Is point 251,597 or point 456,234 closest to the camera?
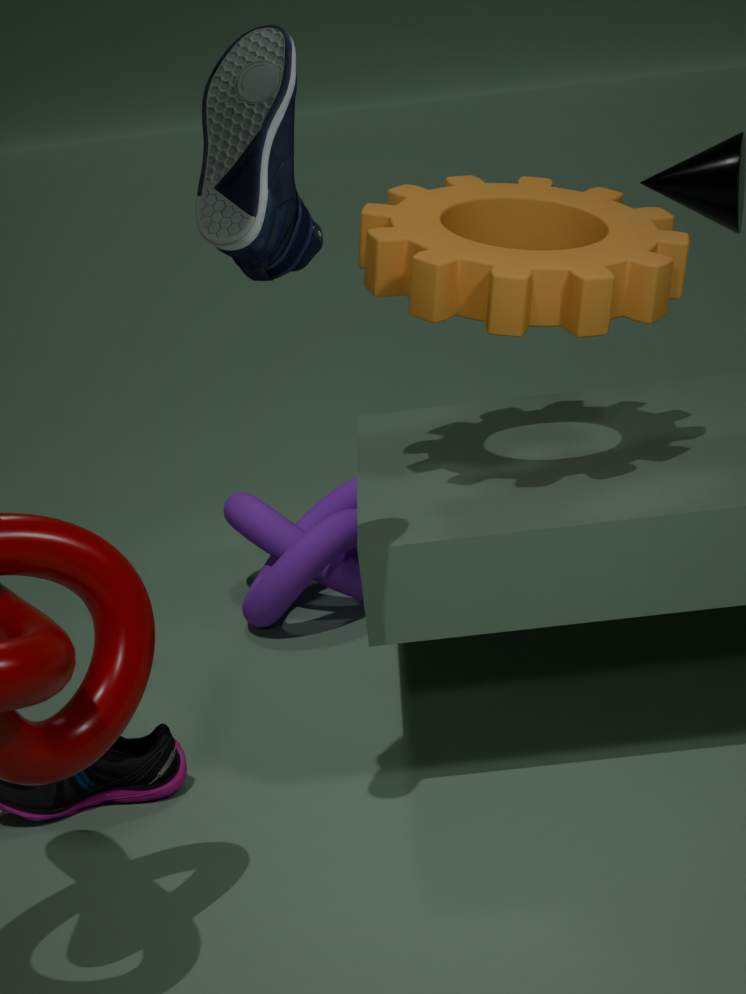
point 456,234
